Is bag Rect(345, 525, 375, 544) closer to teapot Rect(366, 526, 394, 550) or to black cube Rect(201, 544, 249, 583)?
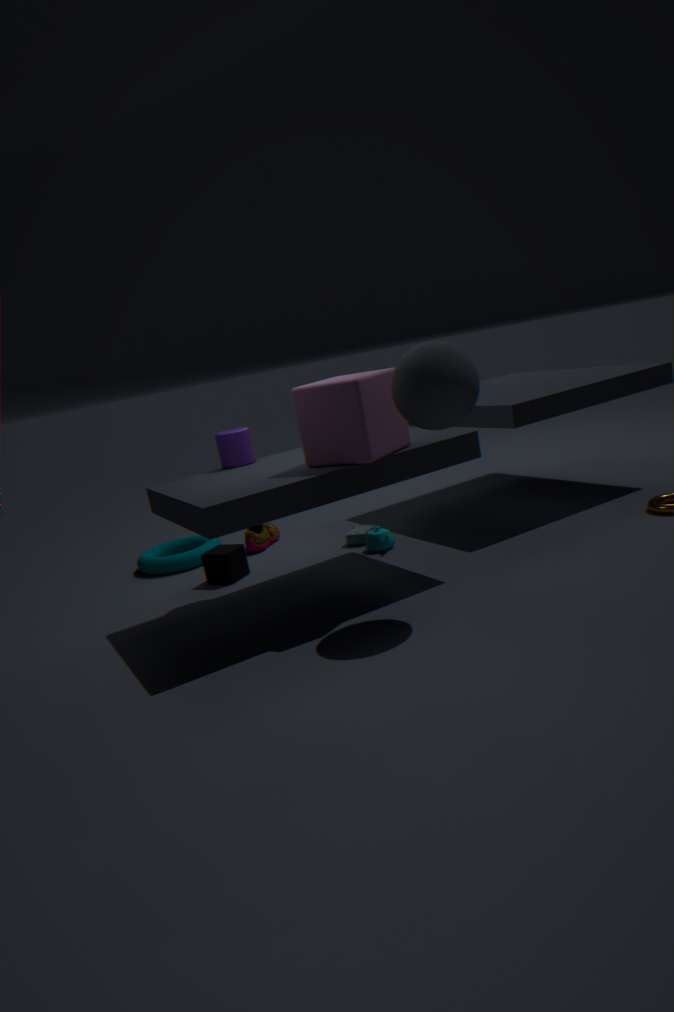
teapot Rect(366, 526, 394, 550)
